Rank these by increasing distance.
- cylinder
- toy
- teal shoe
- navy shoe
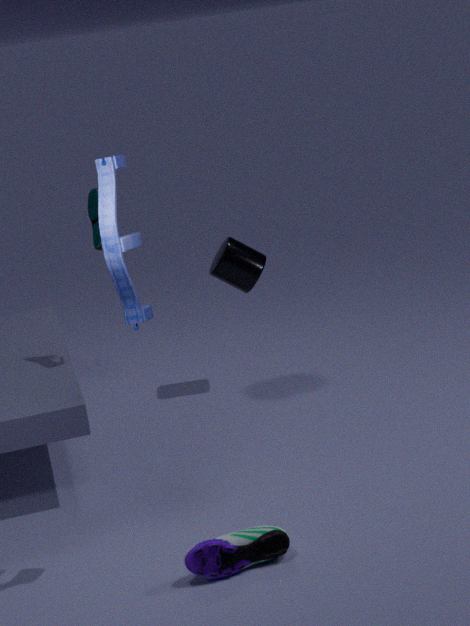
toy → navy shoe → teal shoe → cylinder
